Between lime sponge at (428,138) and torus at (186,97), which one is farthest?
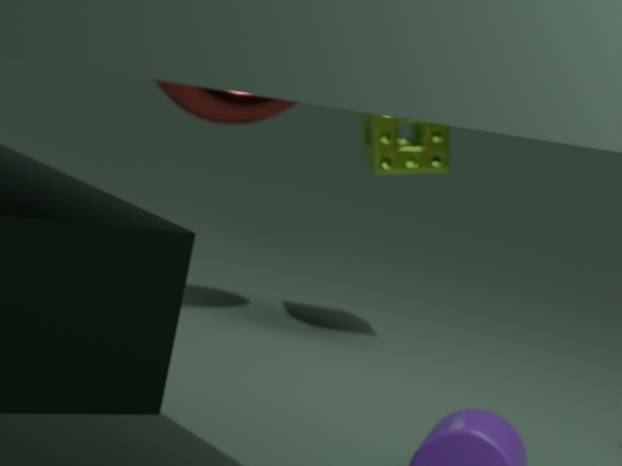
lime sponge at (428,138)
